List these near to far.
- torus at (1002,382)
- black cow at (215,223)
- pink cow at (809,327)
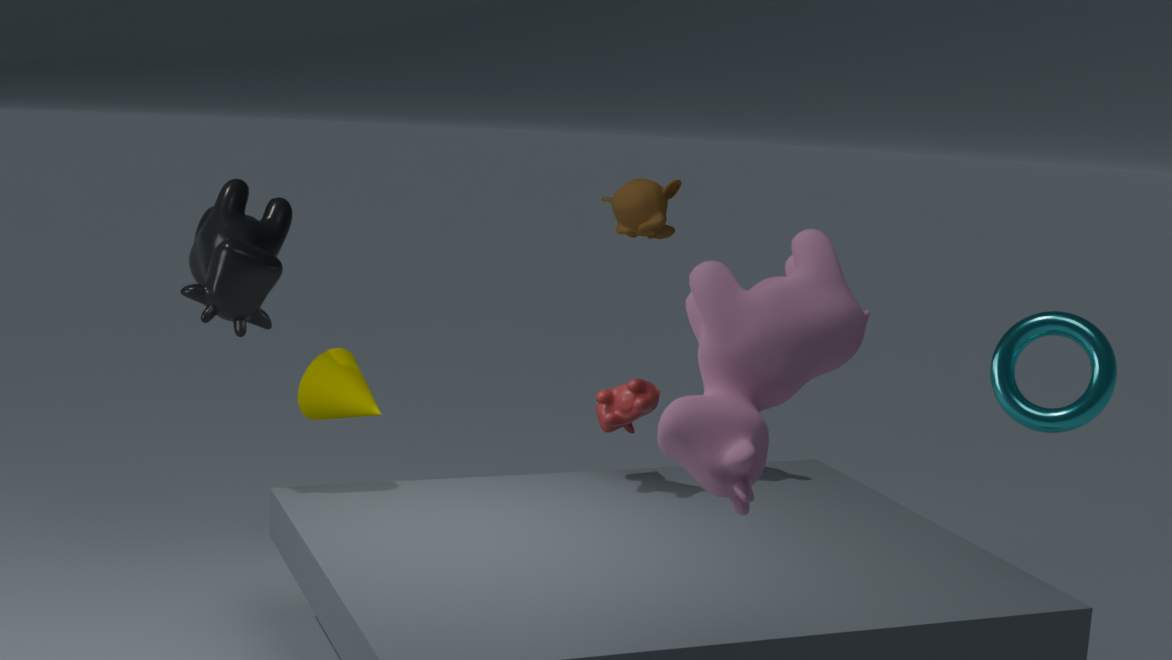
pink cow at (809,327)
torus at (1002,382)
black cow at (215,223)
